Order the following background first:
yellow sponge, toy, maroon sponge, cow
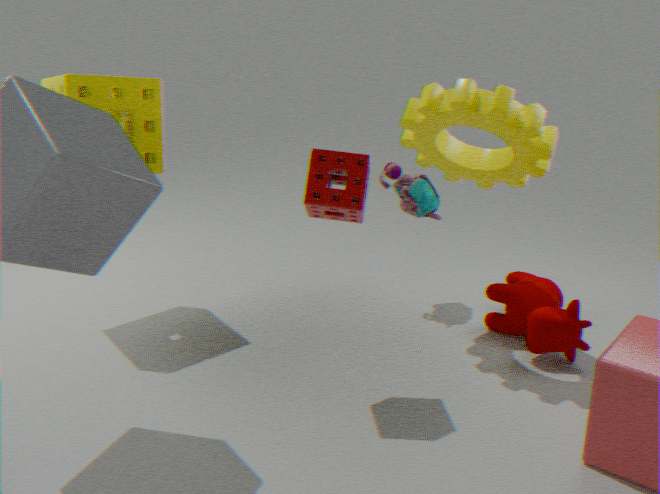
toy < yellow sponge < cow < maroon sponge
